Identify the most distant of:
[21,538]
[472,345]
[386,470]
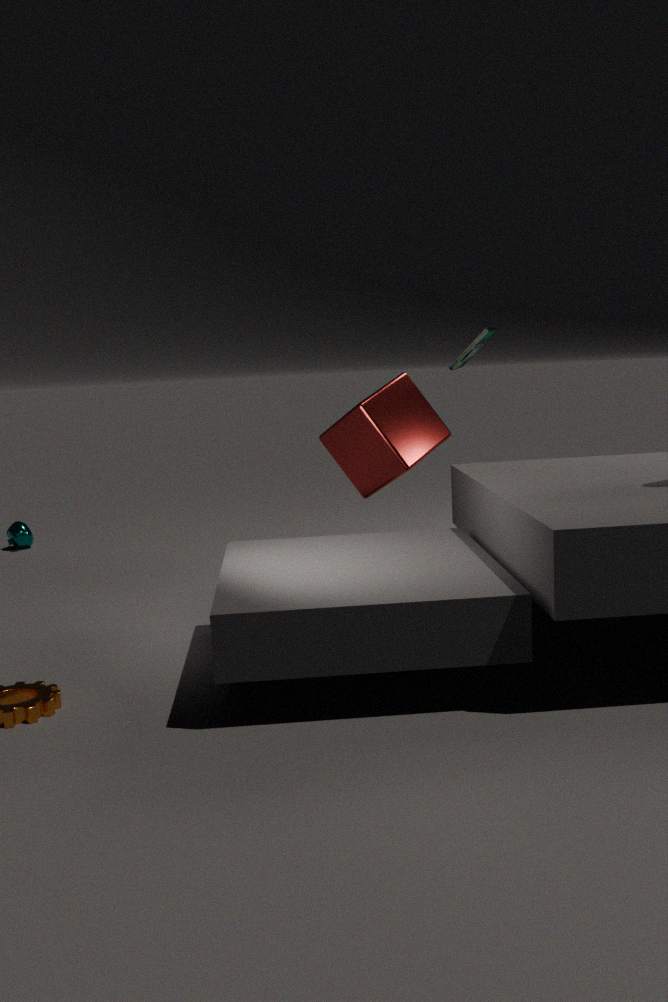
[21,538]
